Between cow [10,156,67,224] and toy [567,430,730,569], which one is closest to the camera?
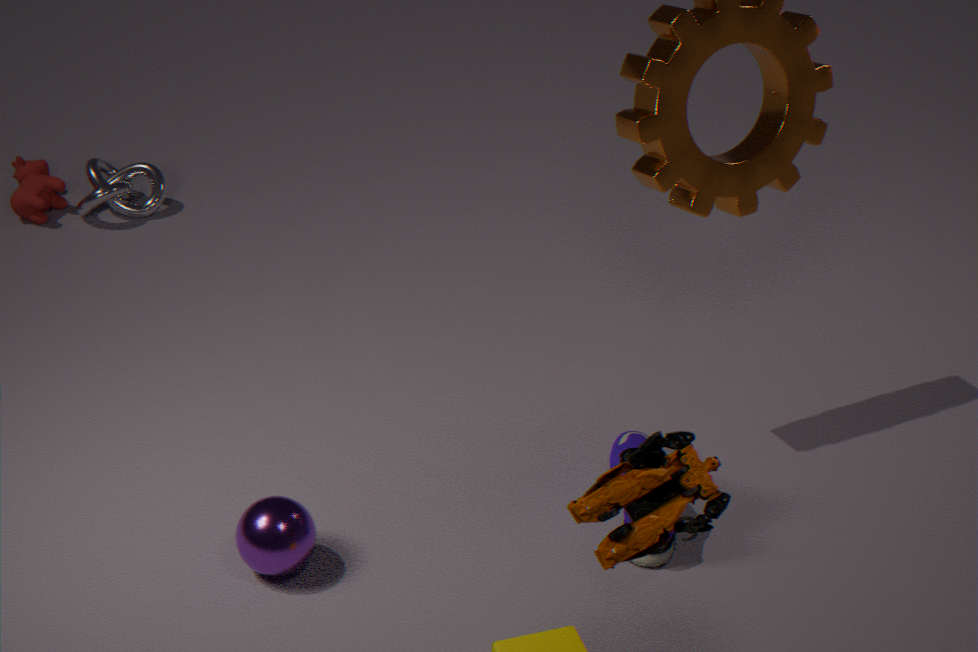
toy [567,430,730,569]
